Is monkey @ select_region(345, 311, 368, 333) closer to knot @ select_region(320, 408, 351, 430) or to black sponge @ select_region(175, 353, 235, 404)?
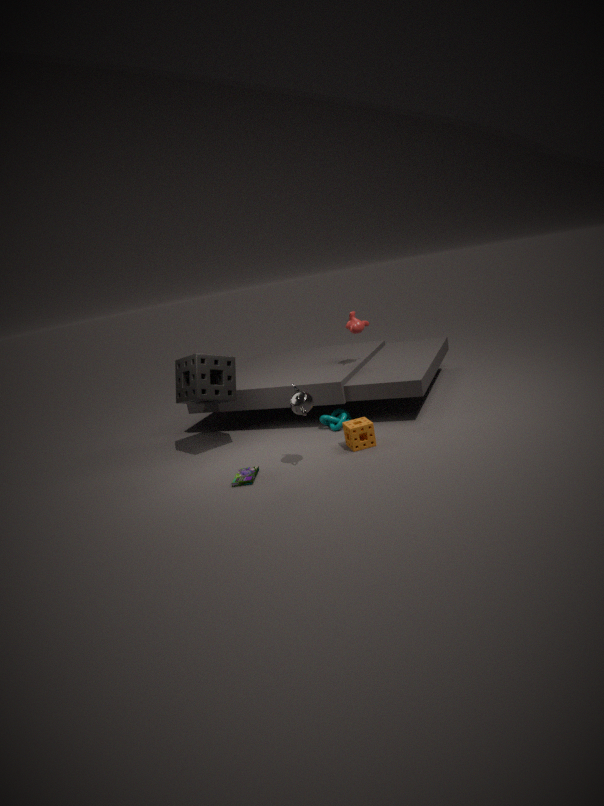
knot @ select_region(320, 408, 351, 430)
